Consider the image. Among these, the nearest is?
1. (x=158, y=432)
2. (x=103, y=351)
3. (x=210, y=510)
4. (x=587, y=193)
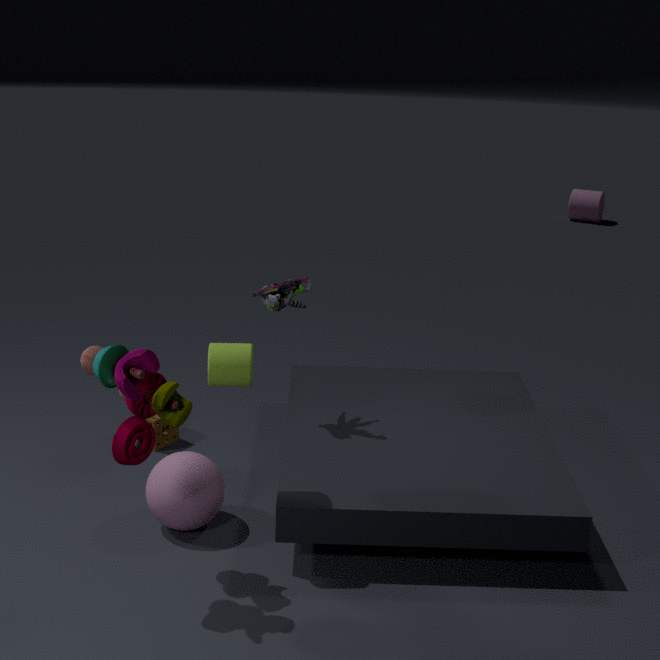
(x=103, y=351)
